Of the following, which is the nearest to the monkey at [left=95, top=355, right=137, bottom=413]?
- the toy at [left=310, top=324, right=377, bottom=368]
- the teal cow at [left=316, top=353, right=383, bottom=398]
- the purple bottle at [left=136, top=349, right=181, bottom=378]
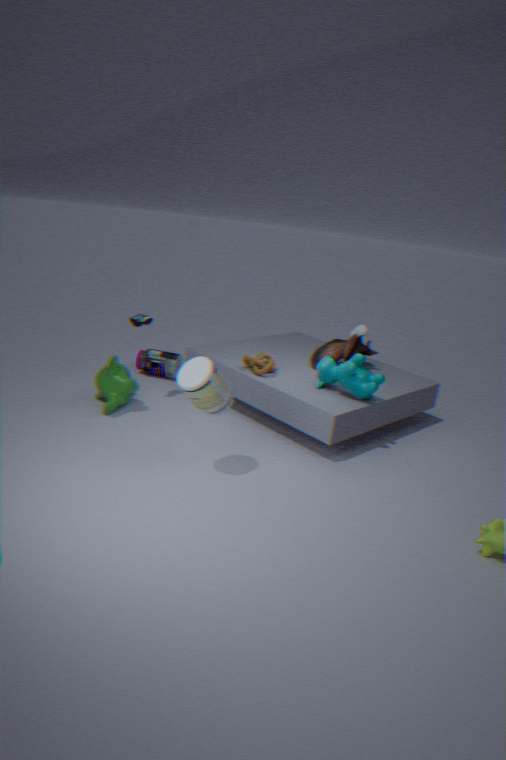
the purple bottle at [left=136, top=349, right=181, bottom=378]
